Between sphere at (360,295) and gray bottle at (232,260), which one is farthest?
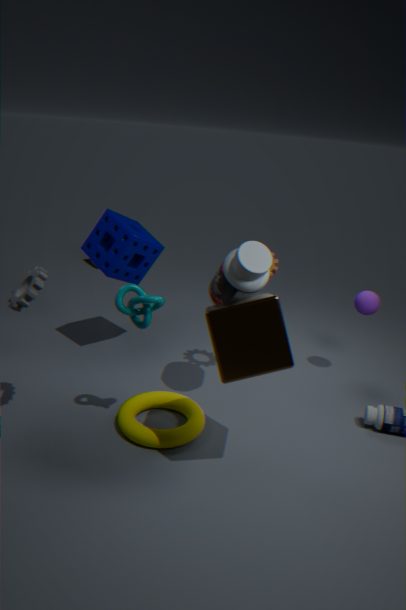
sphere at (360,295)
